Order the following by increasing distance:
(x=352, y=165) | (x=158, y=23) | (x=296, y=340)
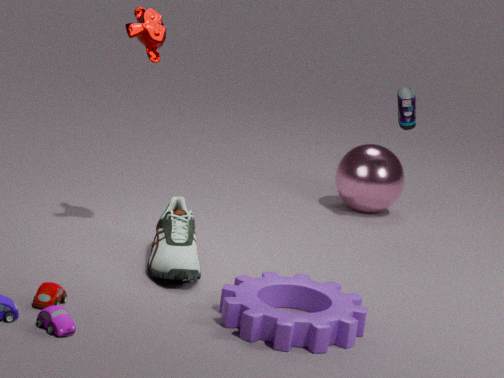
(x=296, y=340)
(x=158, y=23)
(x=352, y=165)
